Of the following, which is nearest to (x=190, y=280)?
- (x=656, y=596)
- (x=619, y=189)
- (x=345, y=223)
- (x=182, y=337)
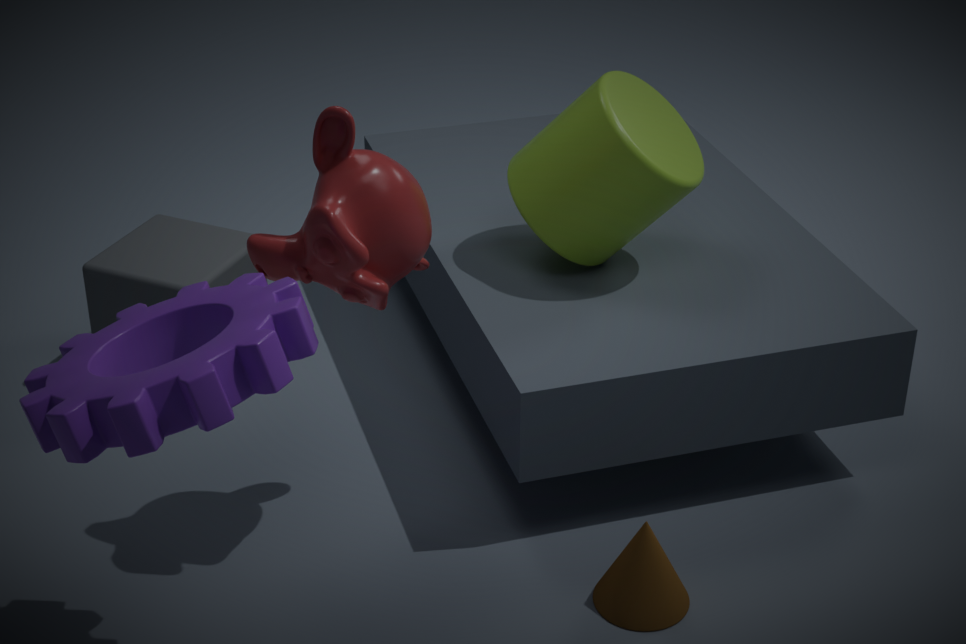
(x=345, y=223)
